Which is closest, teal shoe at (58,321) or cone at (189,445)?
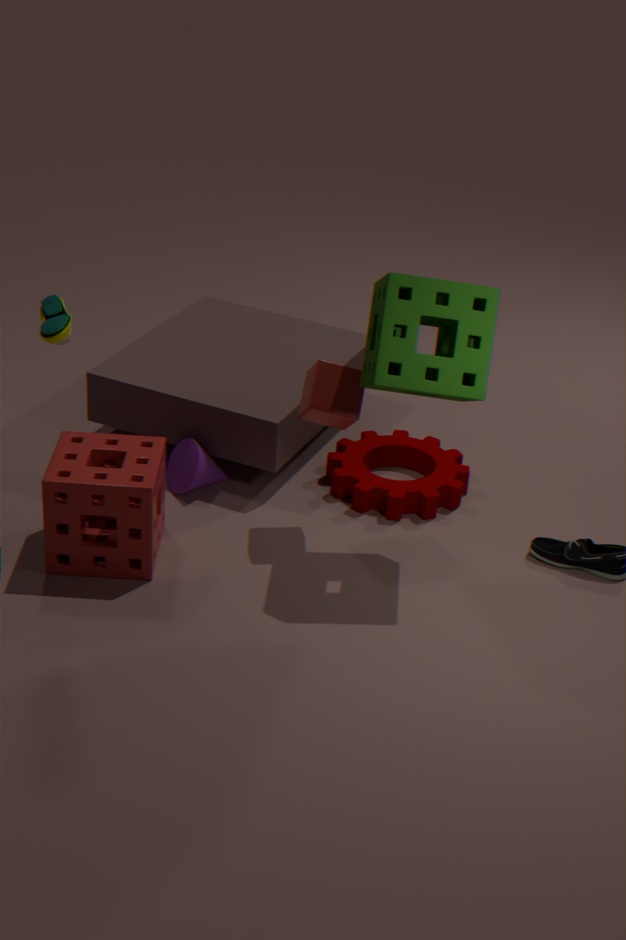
teal shoe at (58,321)
